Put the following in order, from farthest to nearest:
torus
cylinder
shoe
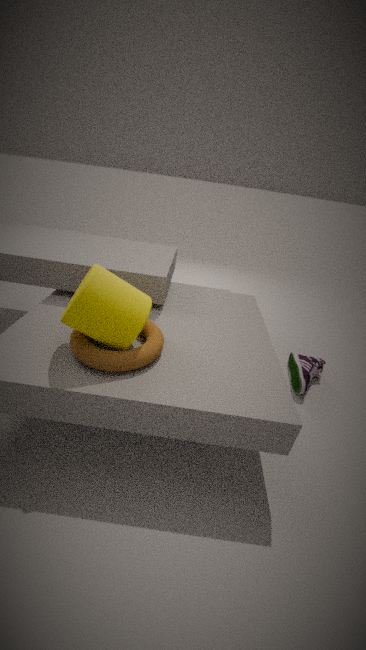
shoe < torus < cylinder
